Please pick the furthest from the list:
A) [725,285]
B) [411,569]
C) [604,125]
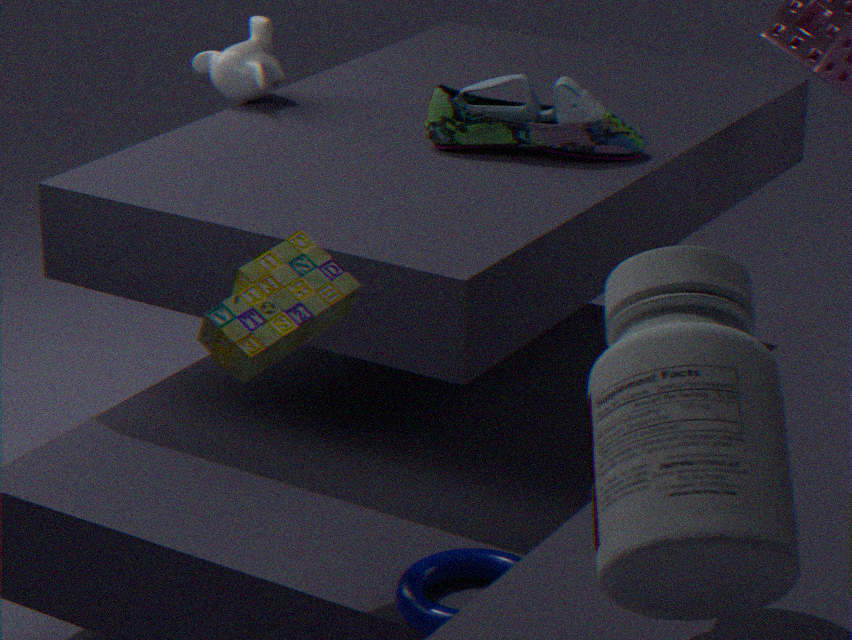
[604,125]
